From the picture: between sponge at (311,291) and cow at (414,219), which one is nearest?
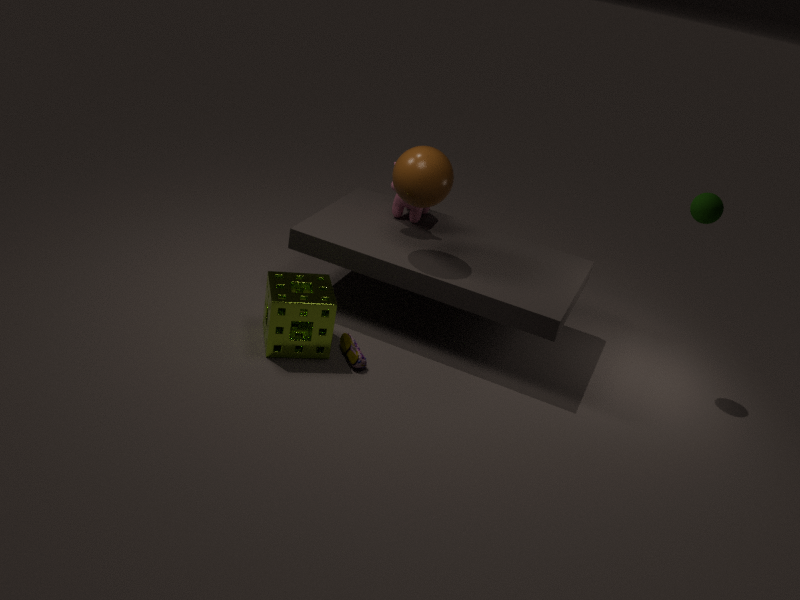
sponge at (311,291)
